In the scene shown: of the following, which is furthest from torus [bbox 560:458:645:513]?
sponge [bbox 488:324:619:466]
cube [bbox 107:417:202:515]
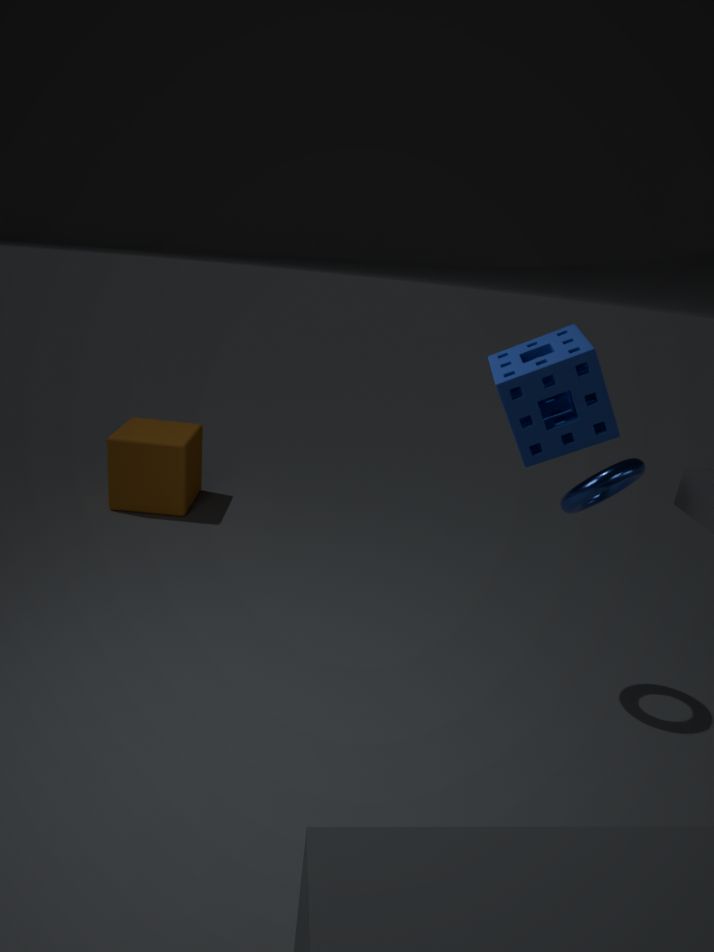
cube [bbox 107:417:202:515]
